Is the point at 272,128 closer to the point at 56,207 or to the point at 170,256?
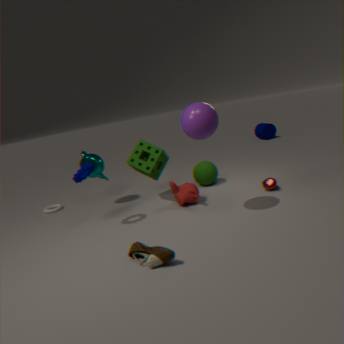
the point at 56,207
